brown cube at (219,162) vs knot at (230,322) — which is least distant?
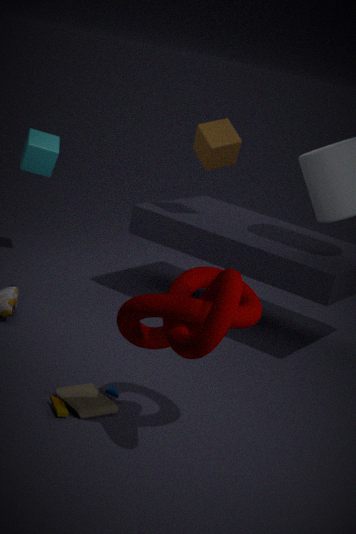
knot at (230,322)
